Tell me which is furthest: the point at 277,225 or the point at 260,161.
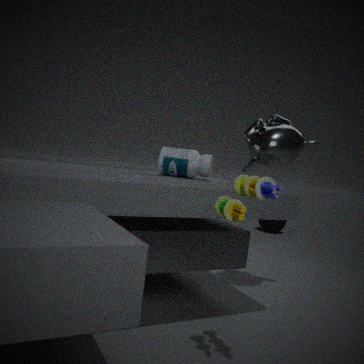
the point at 277,225
